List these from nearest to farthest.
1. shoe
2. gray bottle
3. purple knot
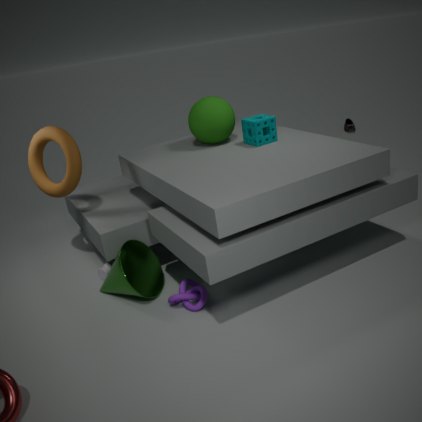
purple knot
gray bottle
shoe
